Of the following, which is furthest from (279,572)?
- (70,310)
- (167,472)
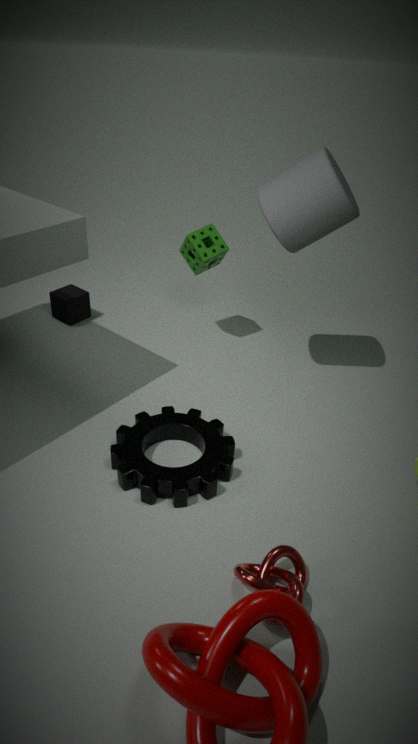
(70,310)
